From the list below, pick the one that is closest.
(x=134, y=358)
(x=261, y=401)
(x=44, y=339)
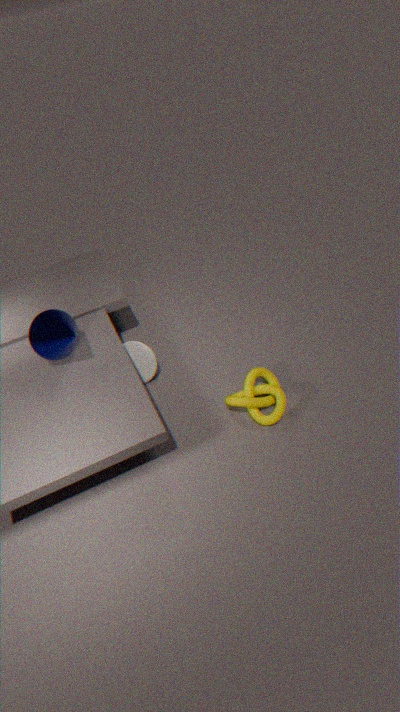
(x=44, y=339)
